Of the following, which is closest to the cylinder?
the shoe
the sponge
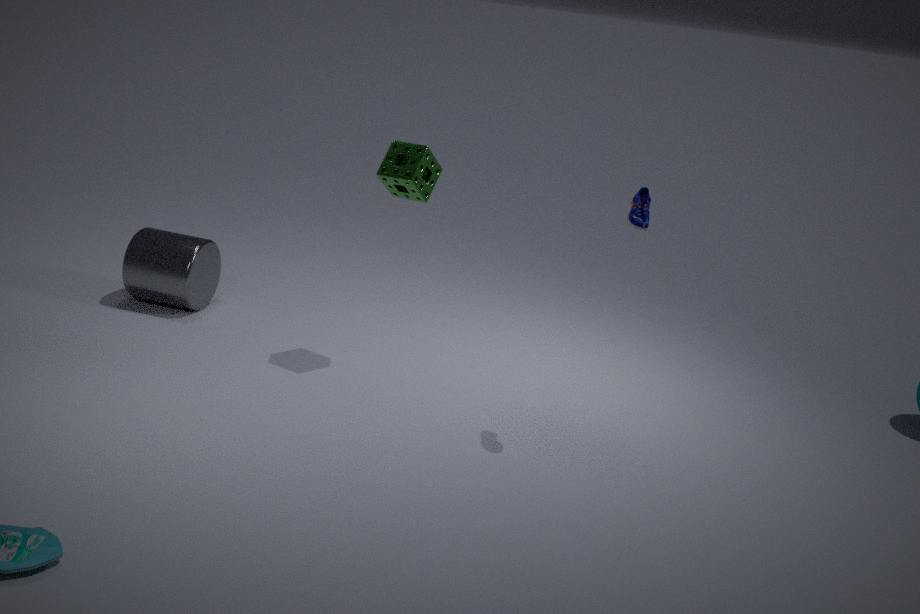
the sponge
